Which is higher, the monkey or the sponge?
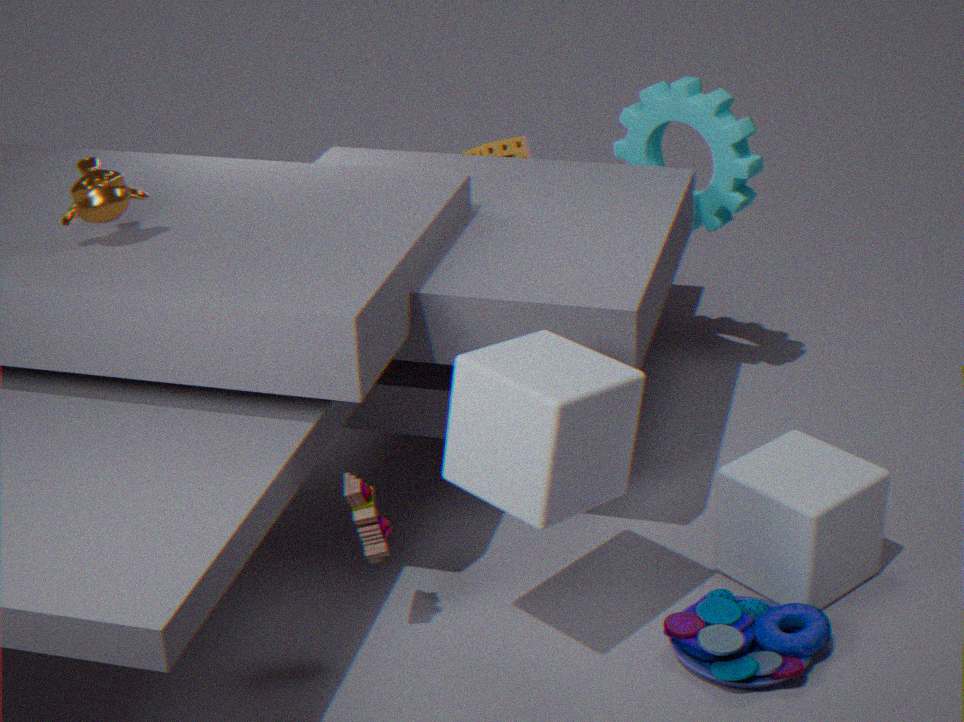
the monkey
